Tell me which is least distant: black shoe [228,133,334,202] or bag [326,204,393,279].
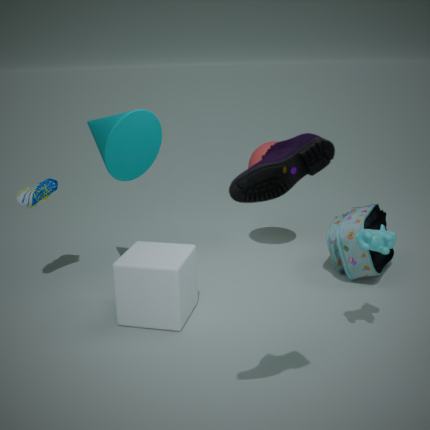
black shoe [228,133,334,202]
